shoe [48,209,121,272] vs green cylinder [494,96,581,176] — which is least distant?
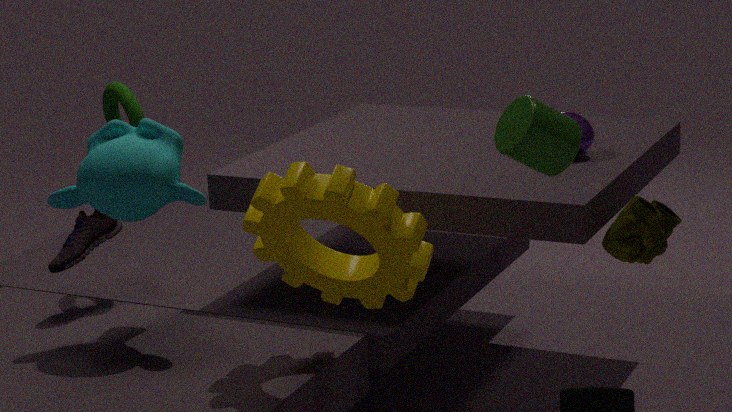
green cylinder [494,96,581,176]
